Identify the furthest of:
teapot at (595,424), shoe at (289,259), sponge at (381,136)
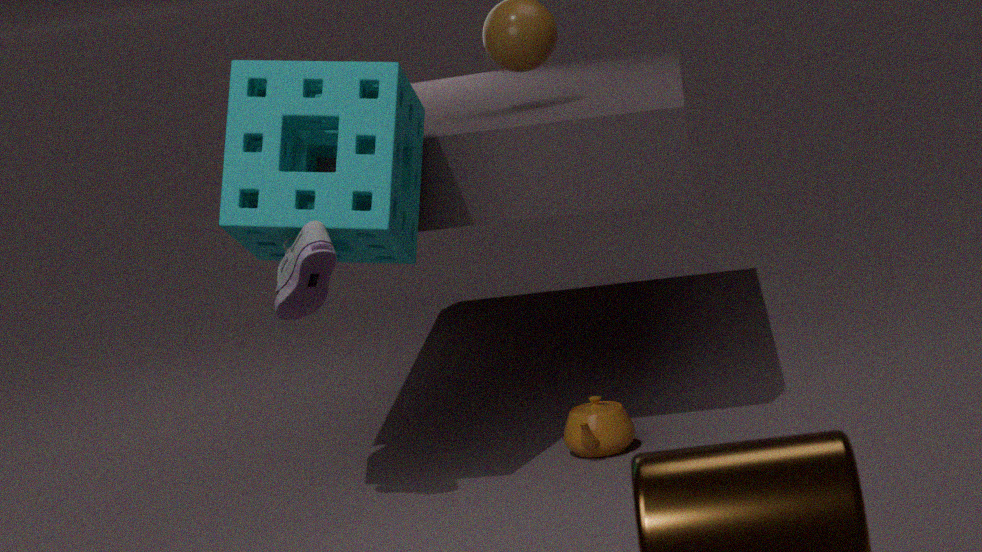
teapot at (595,424)
